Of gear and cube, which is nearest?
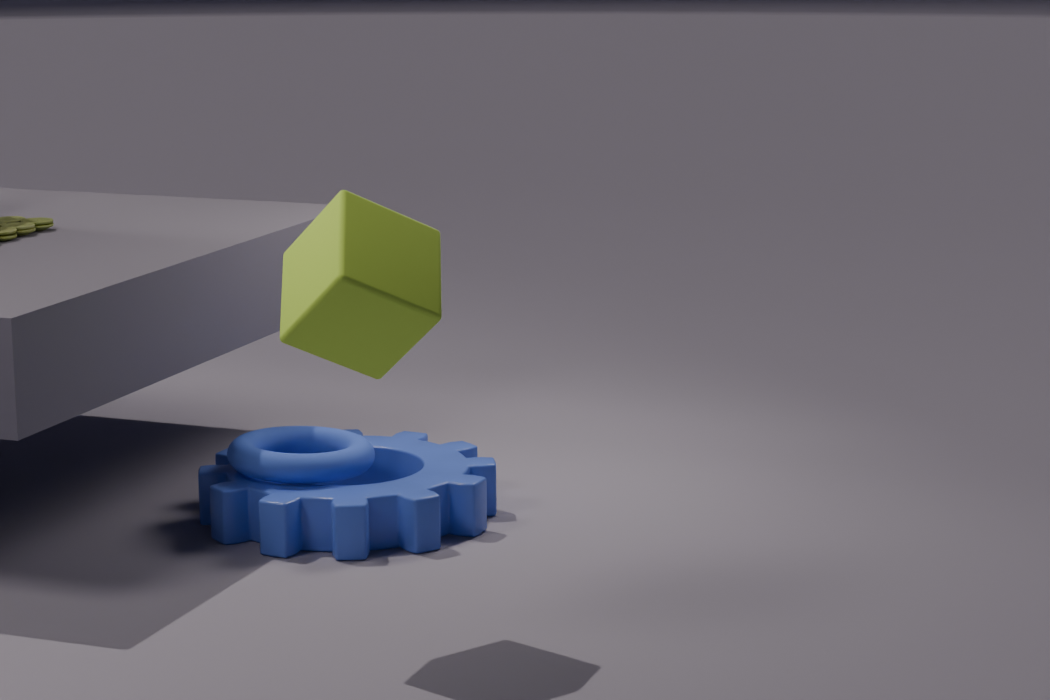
cube
